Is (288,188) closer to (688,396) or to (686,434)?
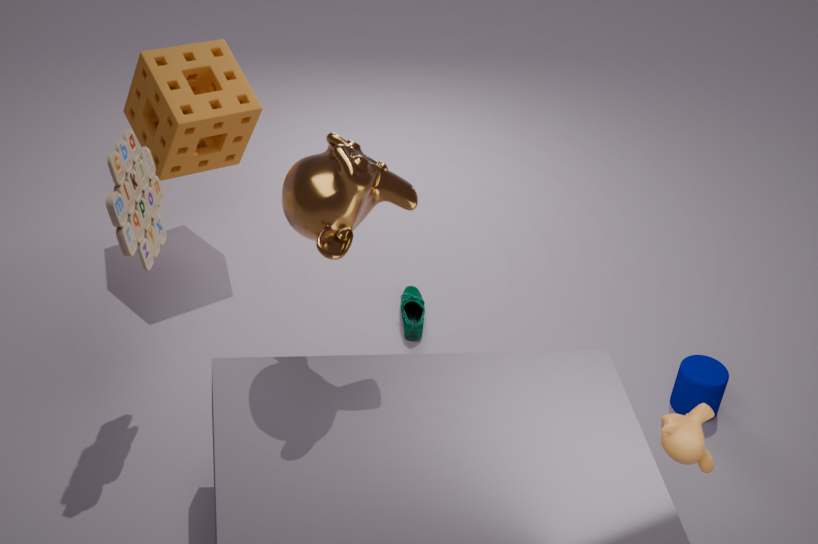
(686,434)
